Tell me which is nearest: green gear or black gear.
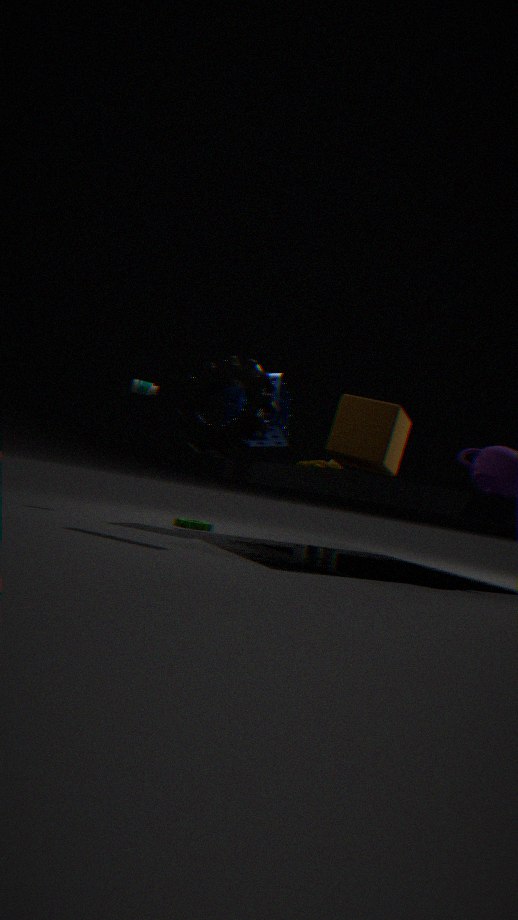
black gear
